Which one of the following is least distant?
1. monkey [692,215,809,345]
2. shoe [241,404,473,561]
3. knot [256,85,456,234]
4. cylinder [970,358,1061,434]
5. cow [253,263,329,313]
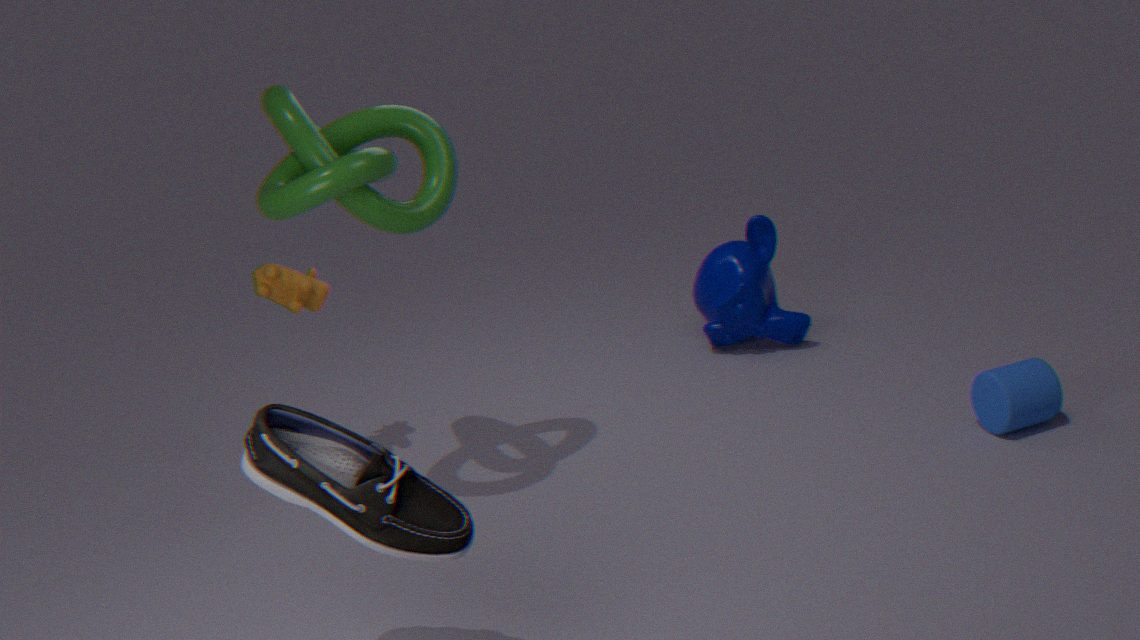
shoe [241,404,473,561]
